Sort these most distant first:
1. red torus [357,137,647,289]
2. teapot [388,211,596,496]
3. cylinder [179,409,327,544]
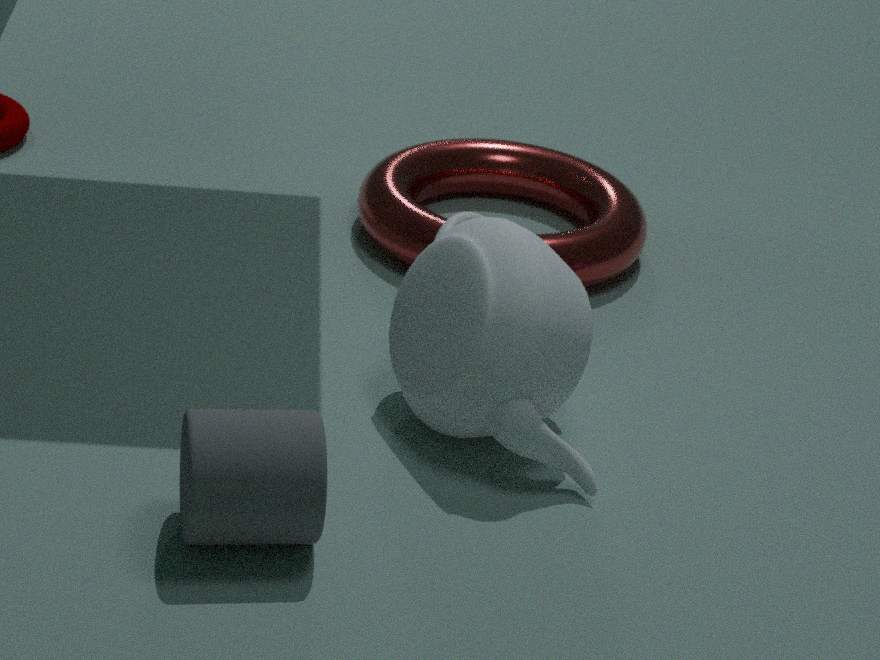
1. red torus [357,137,647,289]
2. teapot [388,211,596,496]
3. cylinder [179,409,327,544]
